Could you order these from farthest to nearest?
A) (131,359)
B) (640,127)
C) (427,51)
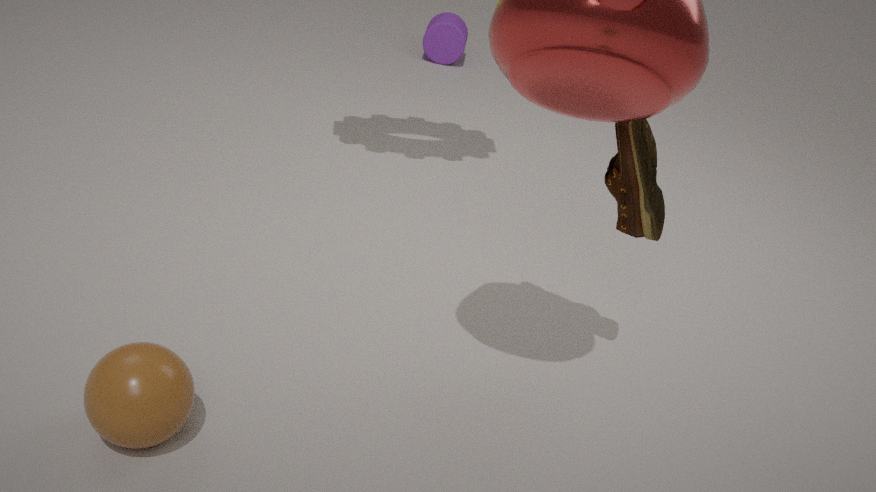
1. (427,51)
2. (640,127)
3. (131,359)
